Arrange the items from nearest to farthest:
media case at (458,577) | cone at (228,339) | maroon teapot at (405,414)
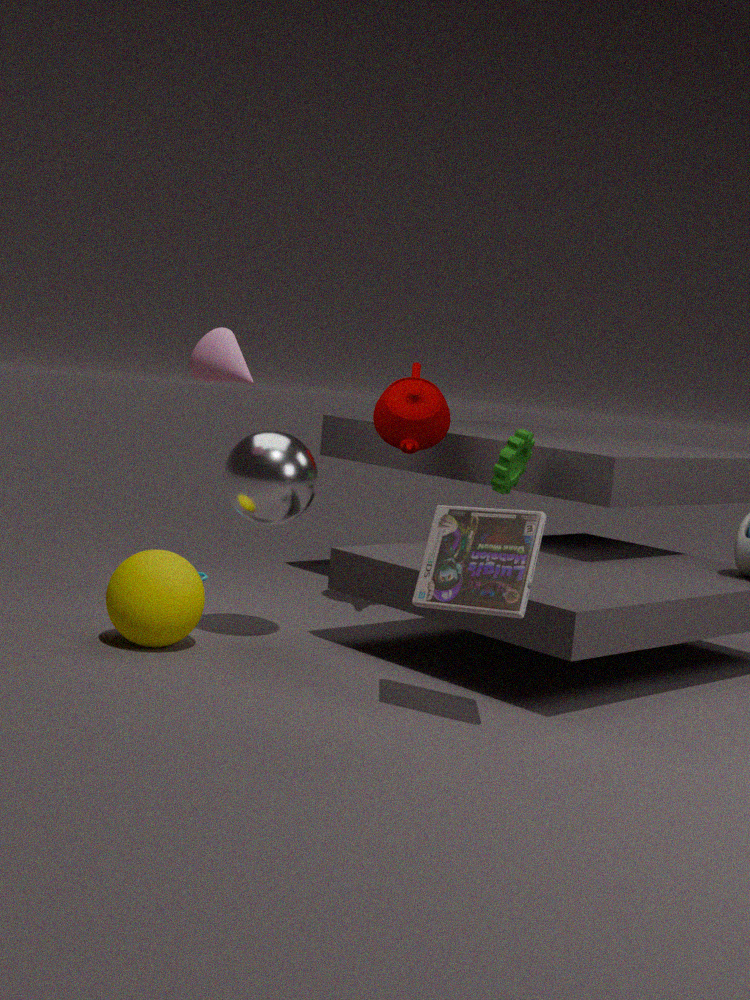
1. media case at (458,577)
2. cone at (228,339)
3. maroon teapot at (405,414)
